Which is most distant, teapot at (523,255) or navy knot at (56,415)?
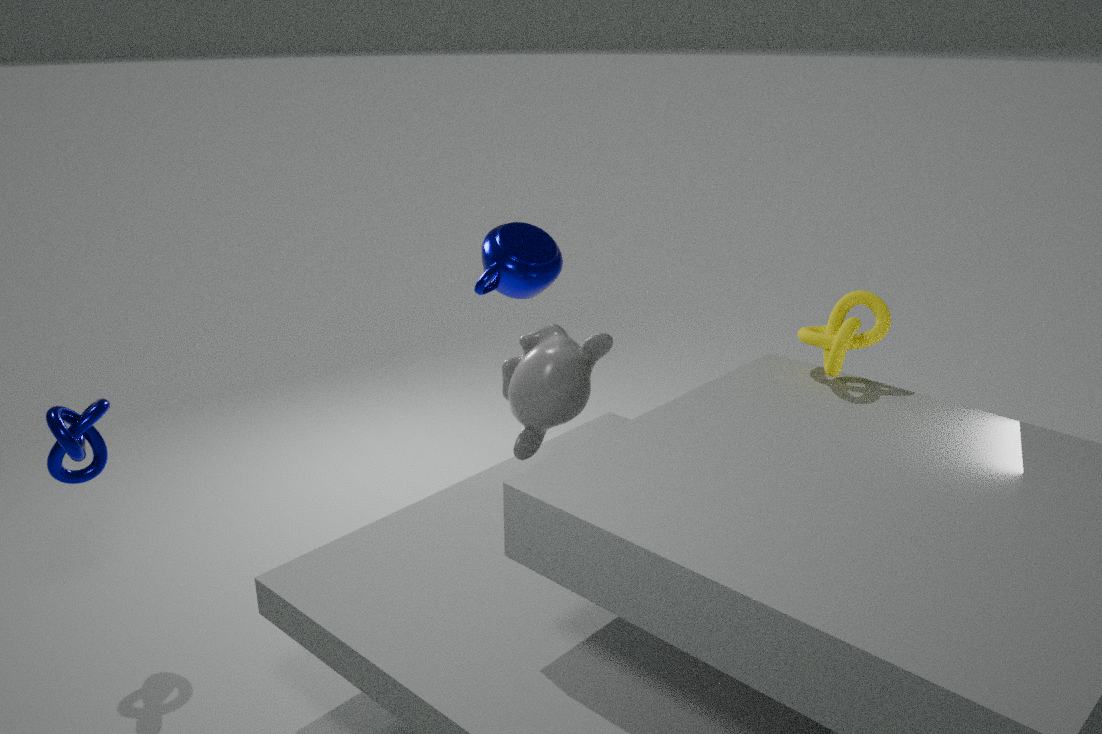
teapot at (523,255)
